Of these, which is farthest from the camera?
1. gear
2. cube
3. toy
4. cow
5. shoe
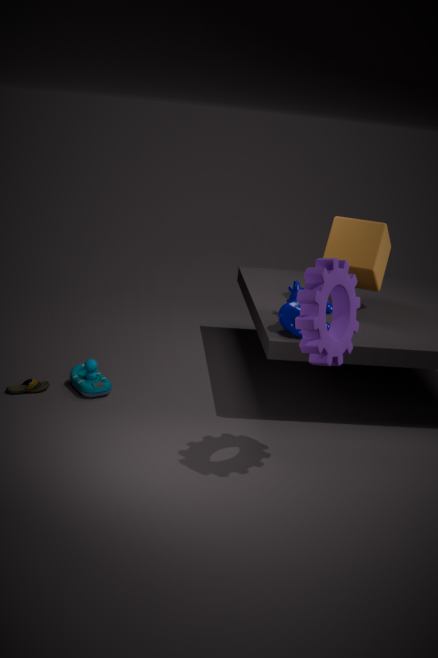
cube
